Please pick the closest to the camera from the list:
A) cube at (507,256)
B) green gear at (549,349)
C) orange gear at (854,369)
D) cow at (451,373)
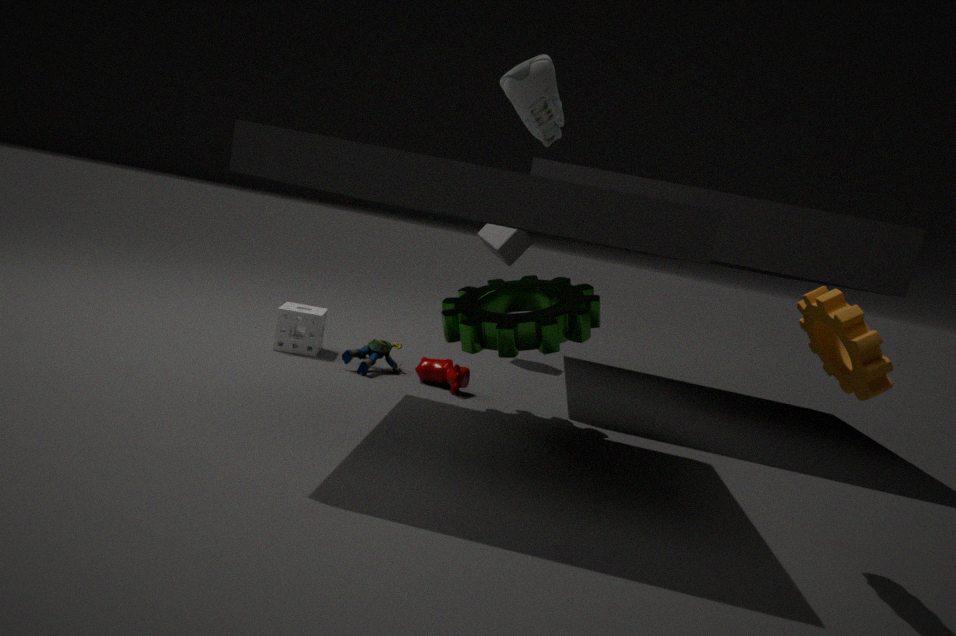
orange gear at (854,369)
